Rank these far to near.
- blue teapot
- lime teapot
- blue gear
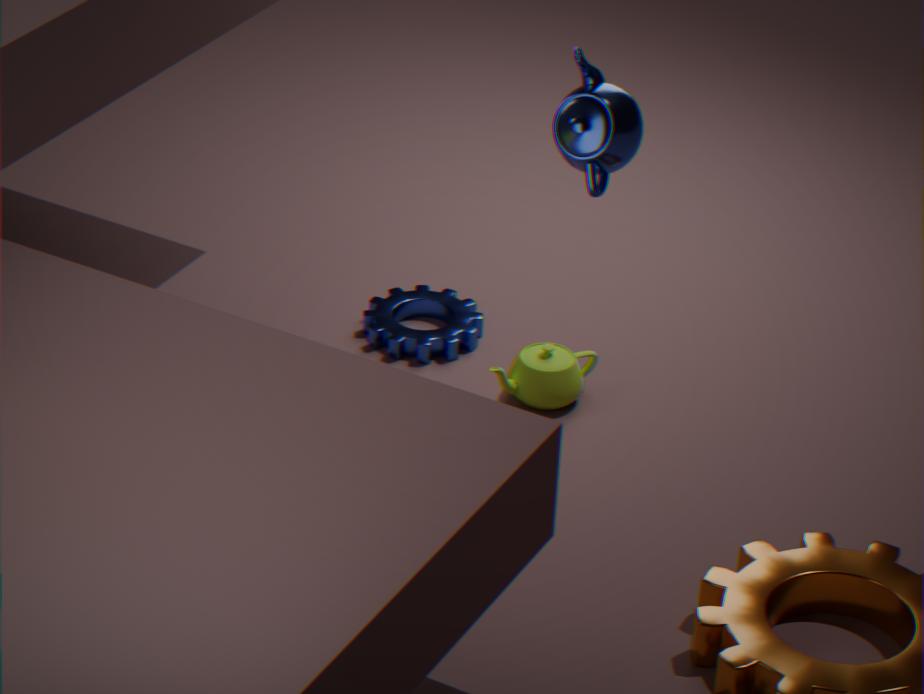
blue gear
lime teapot
blue teapot
